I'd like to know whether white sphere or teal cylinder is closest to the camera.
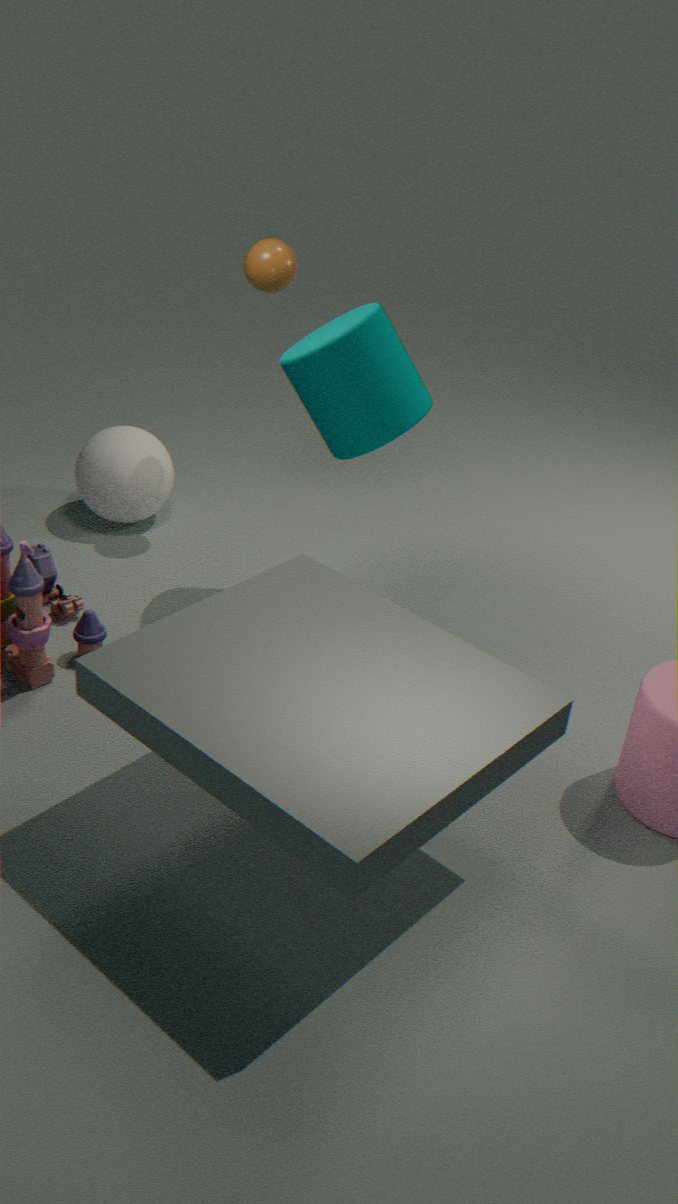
teal cylinder
